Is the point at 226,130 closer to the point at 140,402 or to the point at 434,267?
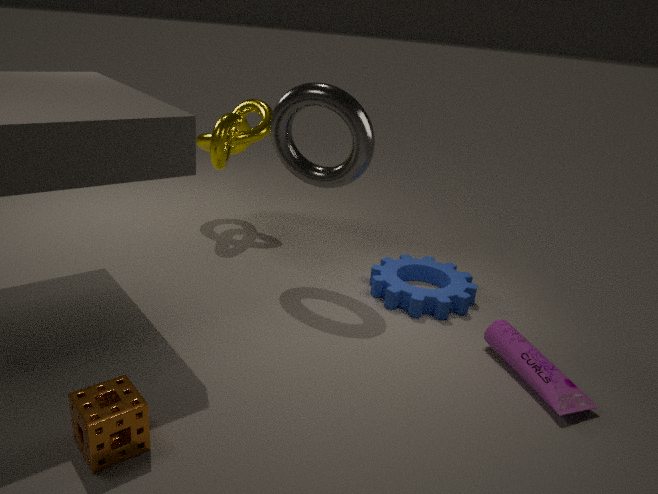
the point at 434,267
